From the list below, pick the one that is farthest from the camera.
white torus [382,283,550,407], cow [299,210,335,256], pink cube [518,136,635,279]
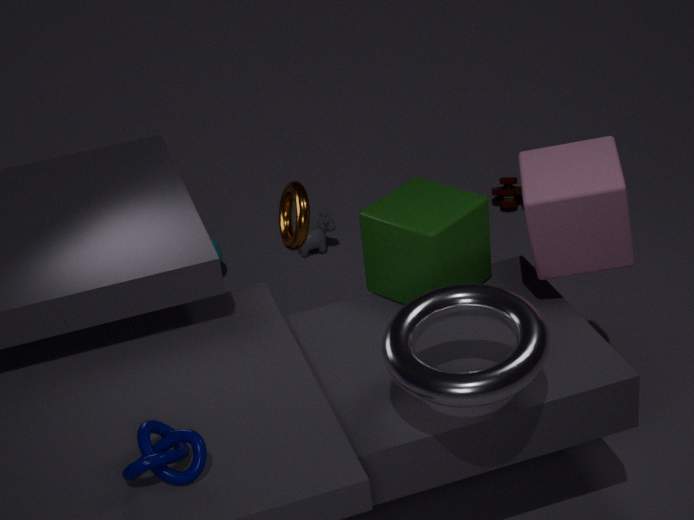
cow [299,210,335,256]
